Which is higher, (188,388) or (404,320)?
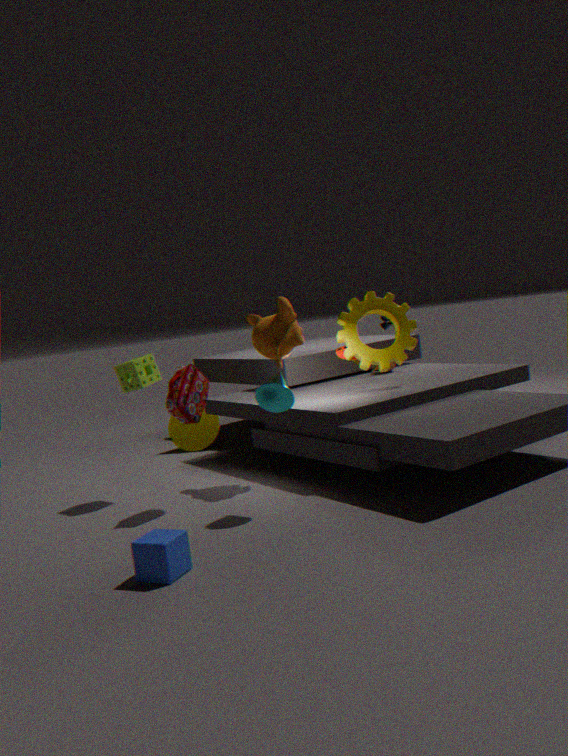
(404,320)
